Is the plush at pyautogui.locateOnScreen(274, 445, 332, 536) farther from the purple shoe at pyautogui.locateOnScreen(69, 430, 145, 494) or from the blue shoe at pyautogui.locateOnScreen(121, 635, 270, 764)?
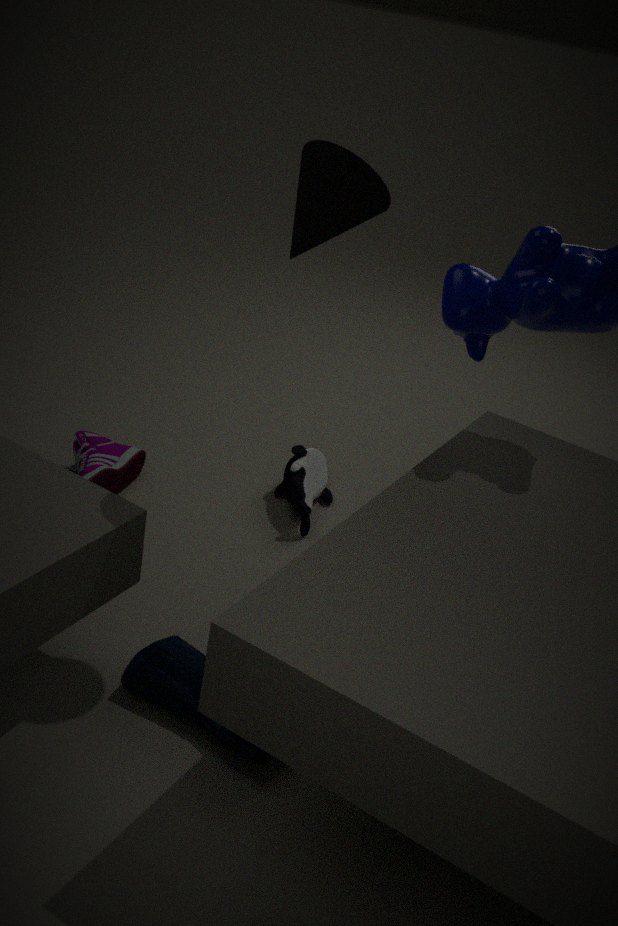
the blue shoe at pyautogui.locateOnScreen(121, 635, 270, 764)
